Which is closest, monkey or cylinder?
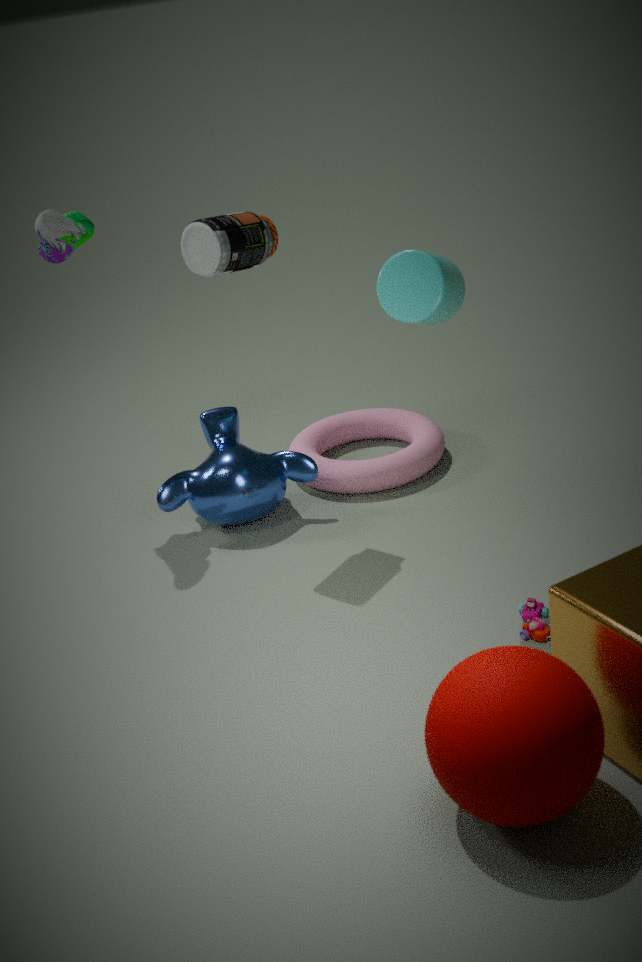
cylinder
